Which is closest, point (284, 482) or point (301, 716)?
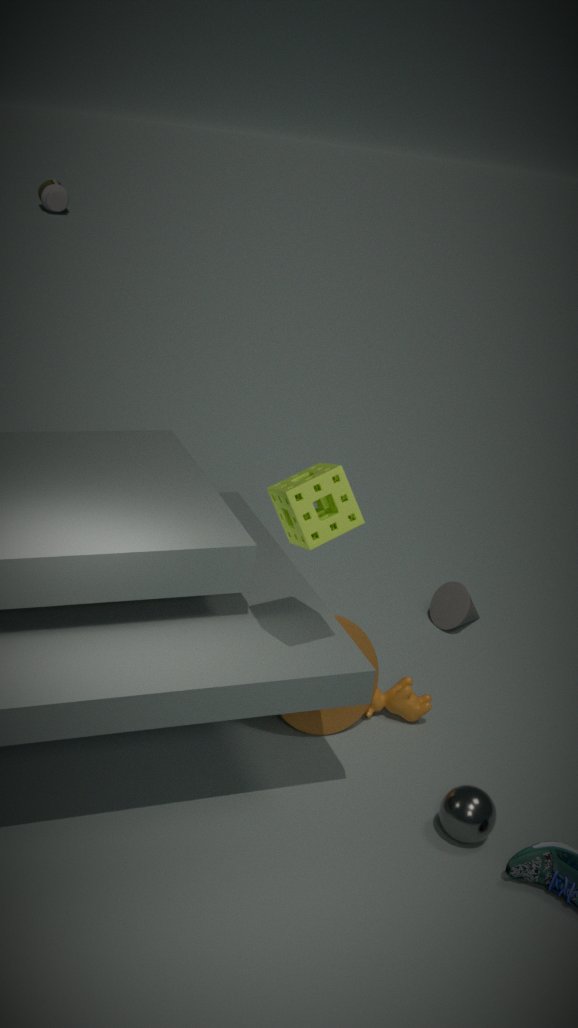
point (284, 482)
